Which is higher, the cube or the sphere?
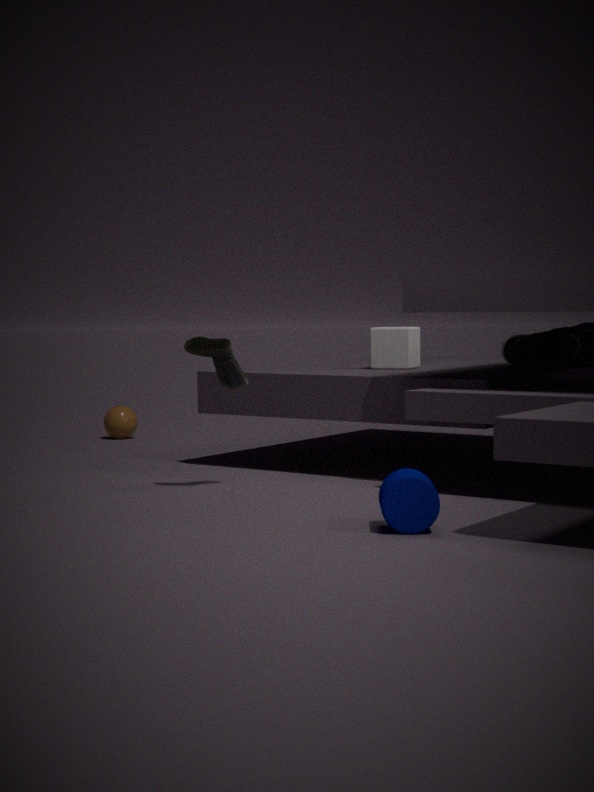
the cube
